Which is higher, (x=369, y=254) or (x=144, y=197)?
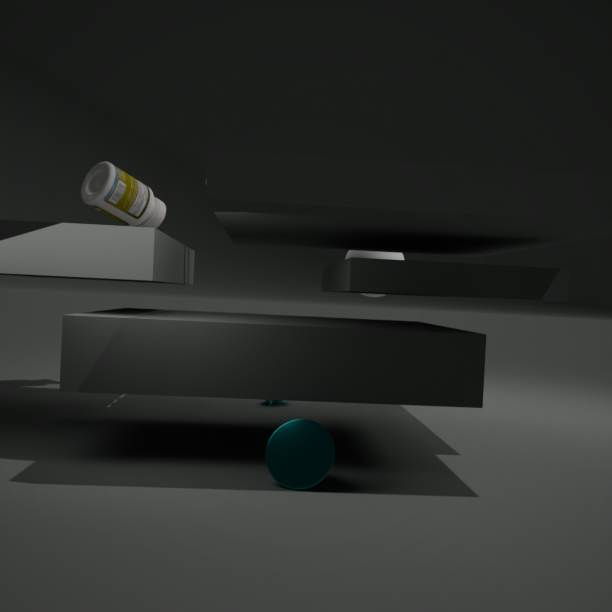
(x=144, y=197)
